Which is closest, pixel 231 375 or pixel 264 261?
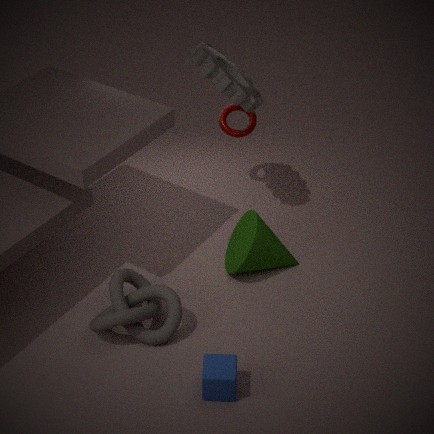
pixel 231 375
